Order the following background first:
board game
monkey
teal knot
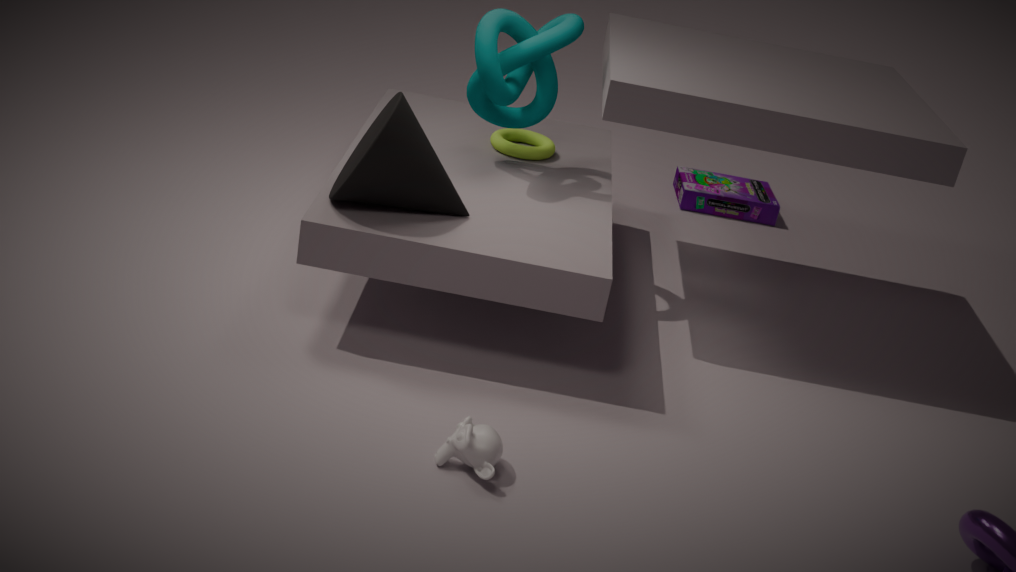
board game < teal knot < monkey
